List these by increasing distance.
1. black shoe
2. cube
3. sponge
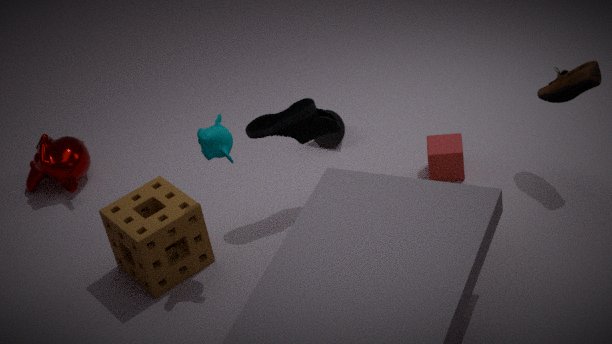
sponge < black shoe < cube
